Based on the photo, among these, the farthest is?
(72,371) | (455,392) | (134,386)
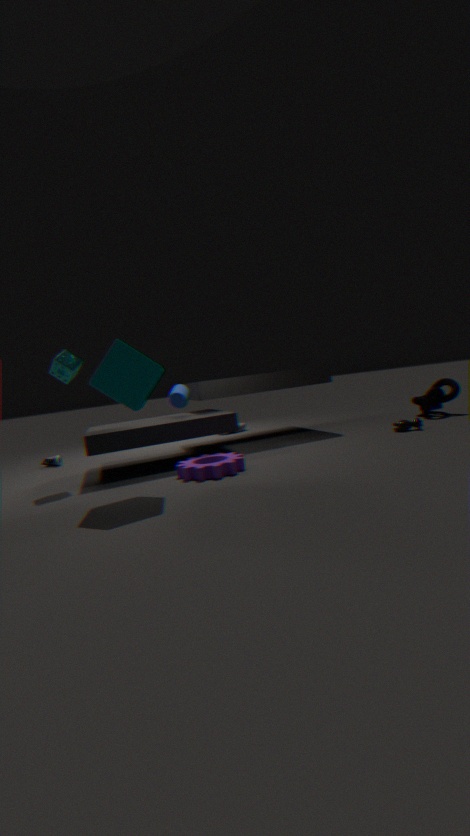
(455,392)
